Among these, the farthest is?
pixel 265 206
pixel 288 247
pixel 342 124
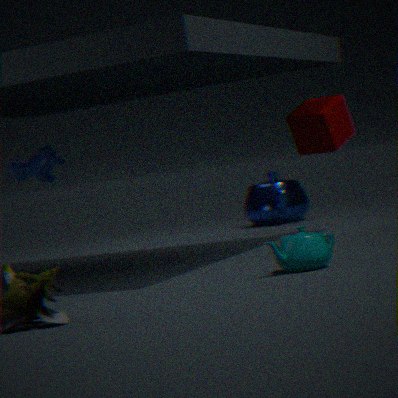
pixel 265 206
